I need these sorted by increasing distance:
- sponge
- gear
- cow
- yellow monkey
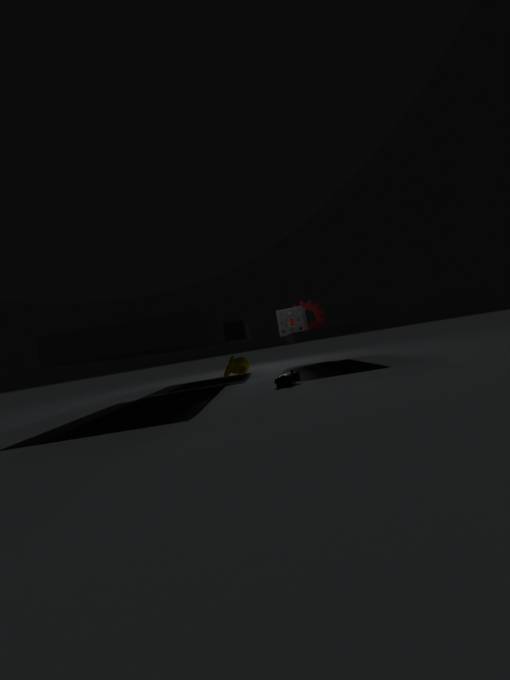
cow → sponge → yellow monkey → gear
